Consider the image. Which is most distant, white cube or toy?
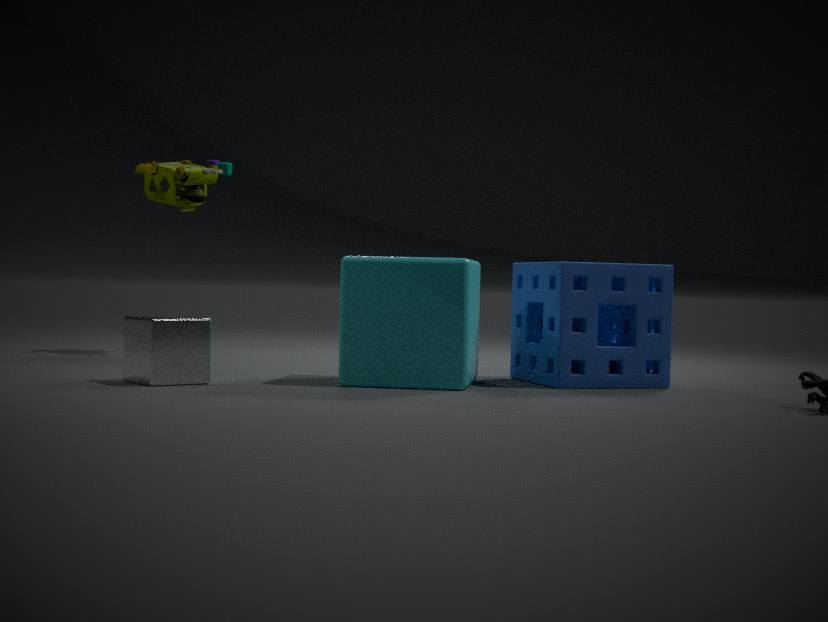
toy
